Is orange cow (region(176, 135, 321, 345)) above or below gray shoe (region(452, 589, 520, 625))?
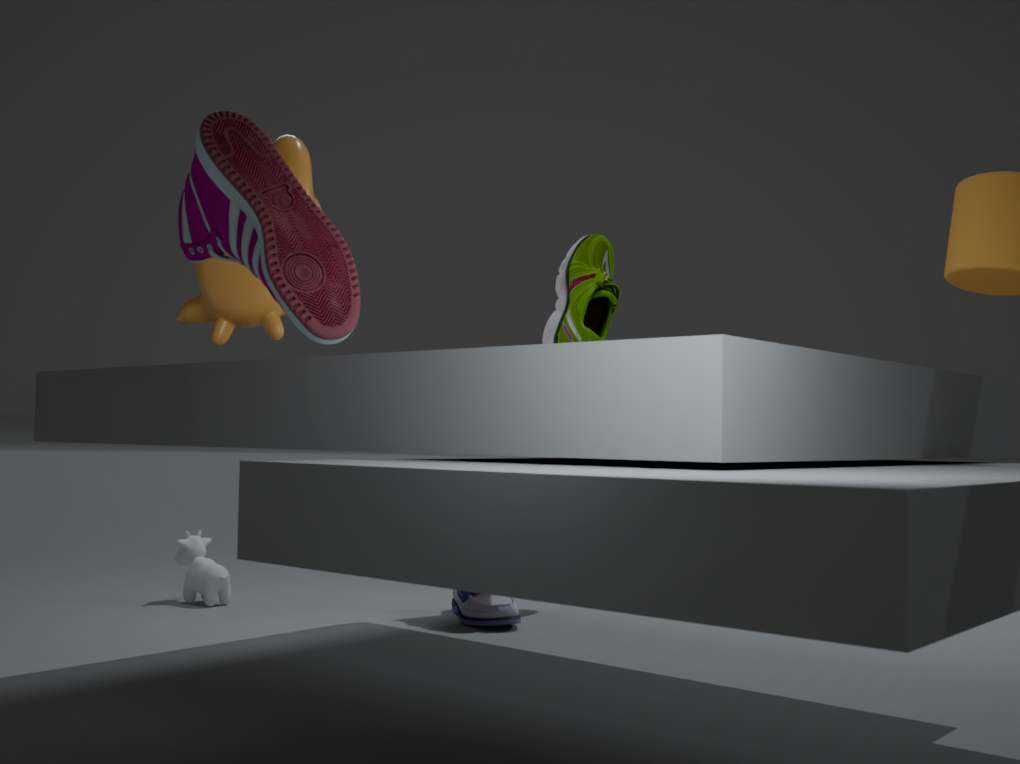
above
